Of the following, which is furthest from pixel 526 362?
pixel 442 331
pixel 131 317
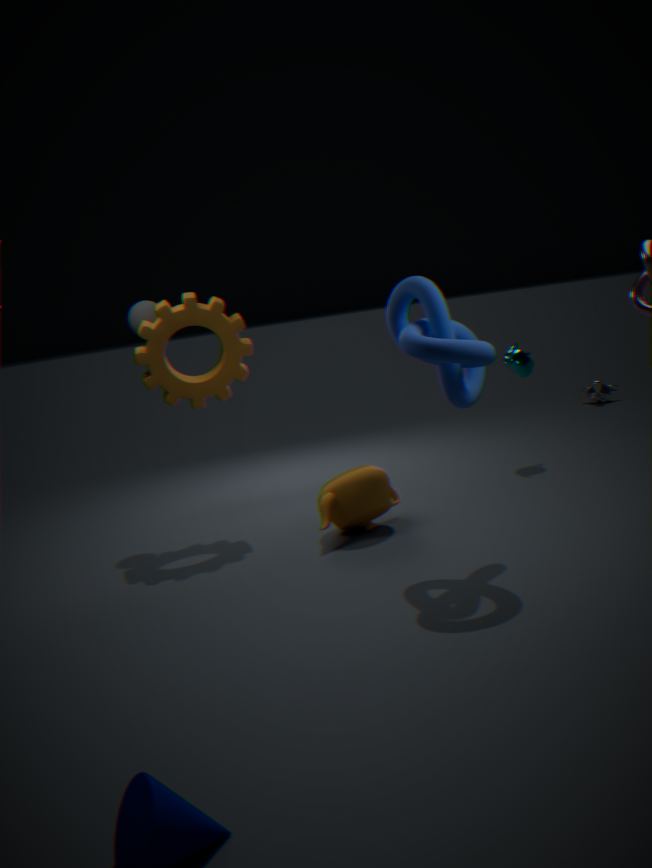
pixel 131 317
